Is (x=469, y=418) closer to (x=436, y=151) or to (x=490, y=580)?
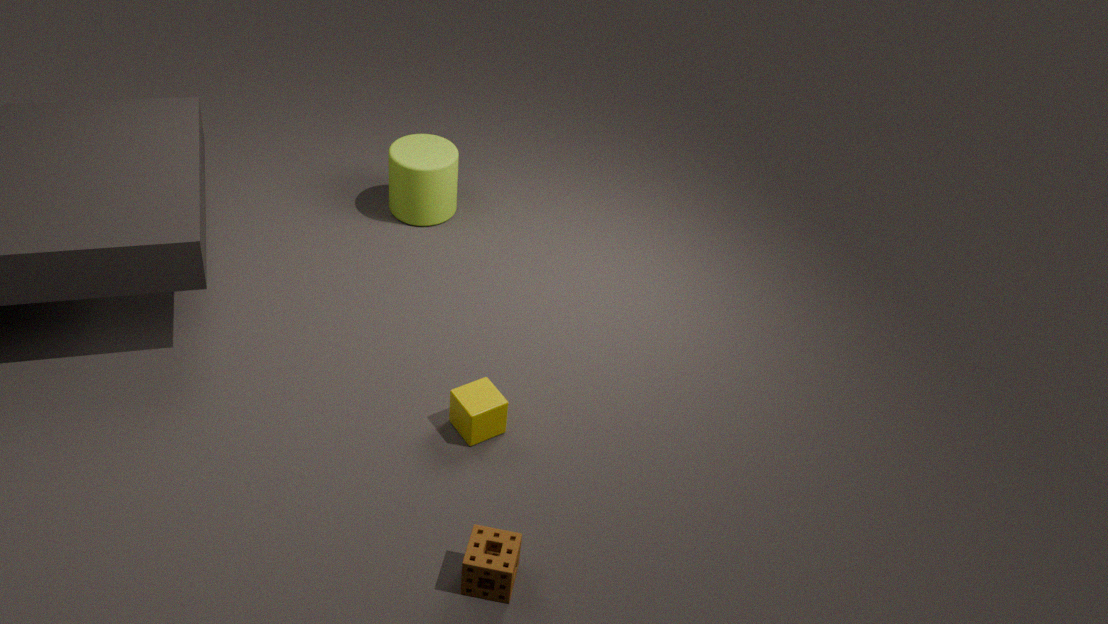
(x=490, y=580)
